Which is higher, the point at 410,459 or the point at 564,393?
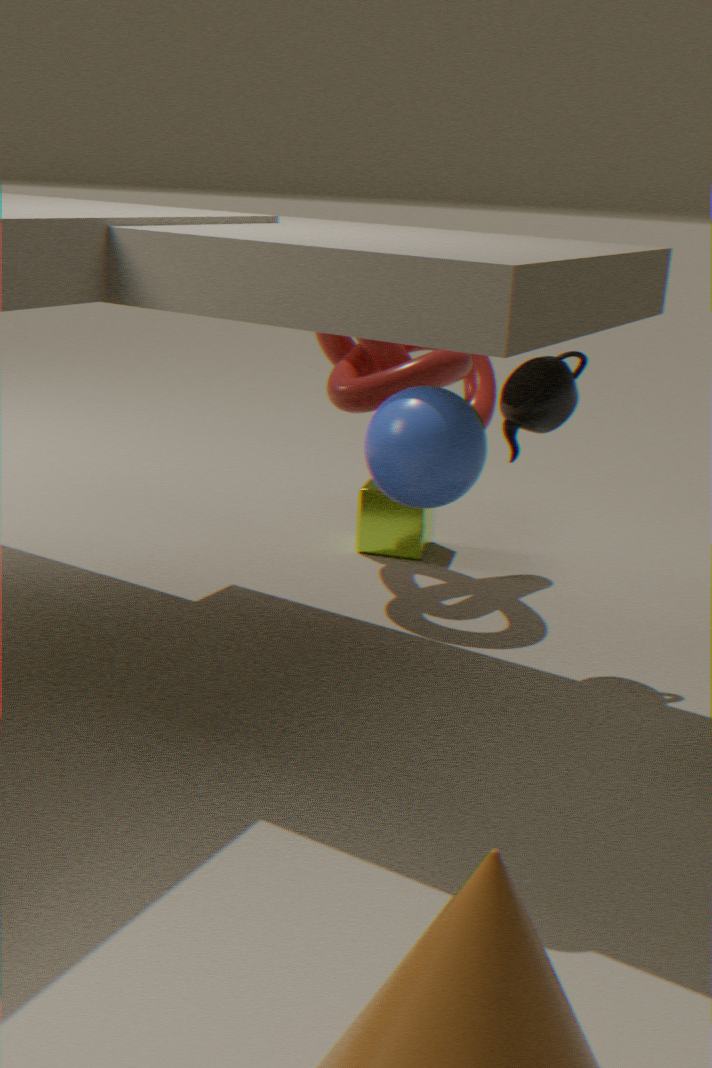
the point at 410,459
